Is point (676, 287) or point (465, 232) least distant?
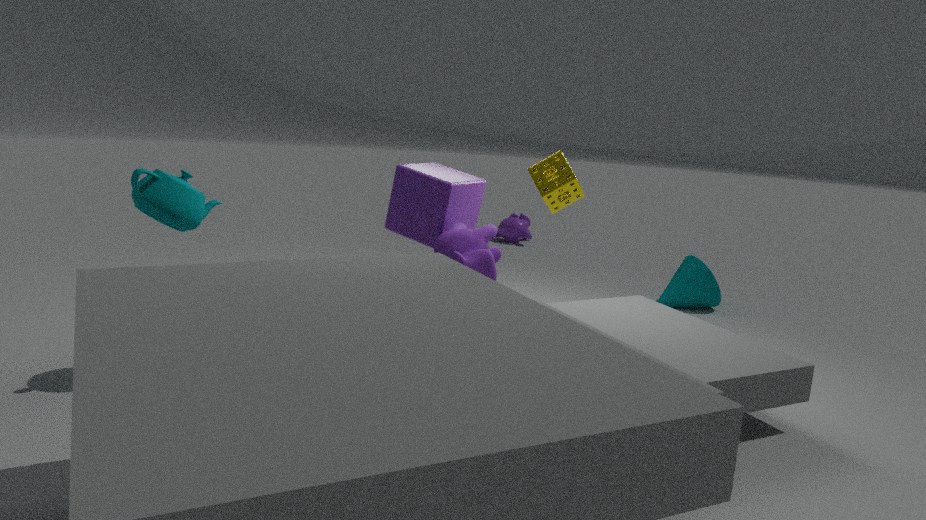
point (465, 232)
